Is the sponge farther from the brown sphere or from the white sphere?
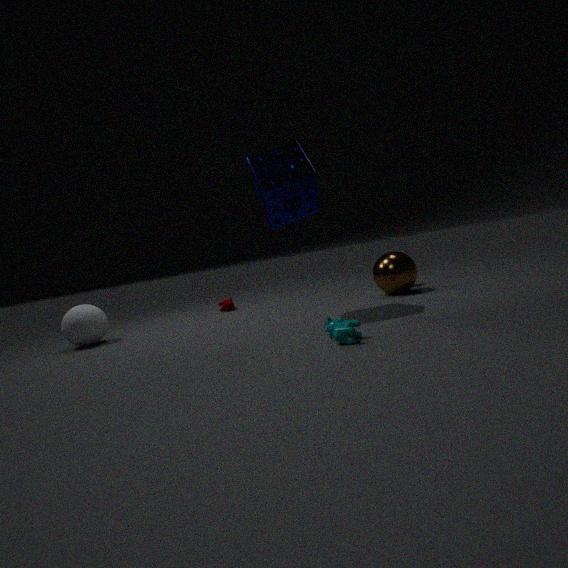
the white sphere
